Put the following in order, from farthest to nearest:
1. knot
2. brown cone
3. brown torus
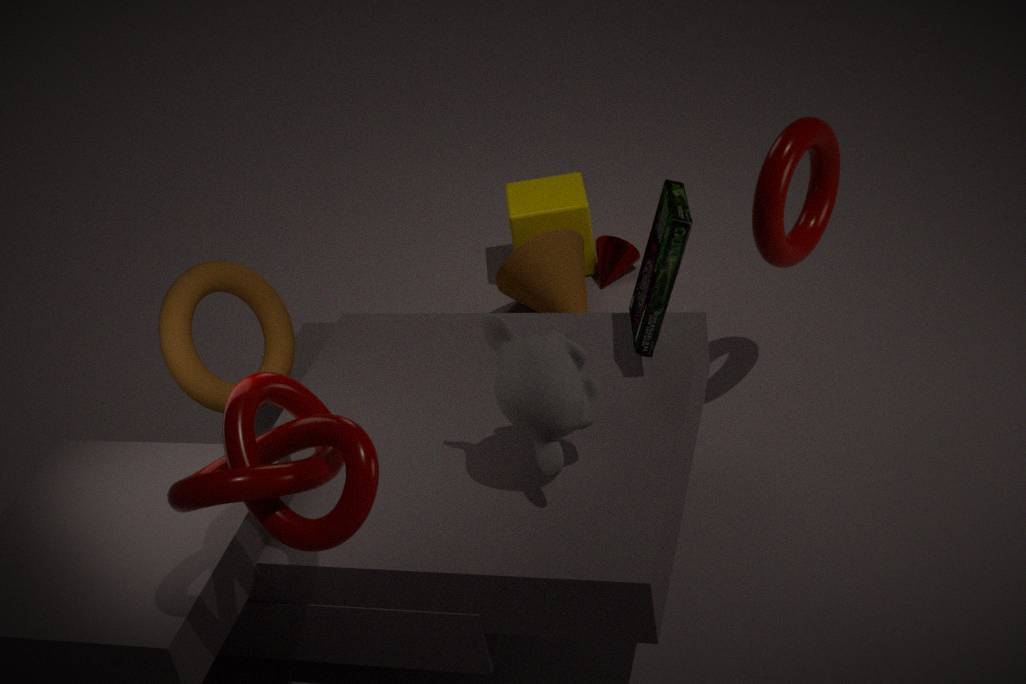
brown cone
brown torus
knot
